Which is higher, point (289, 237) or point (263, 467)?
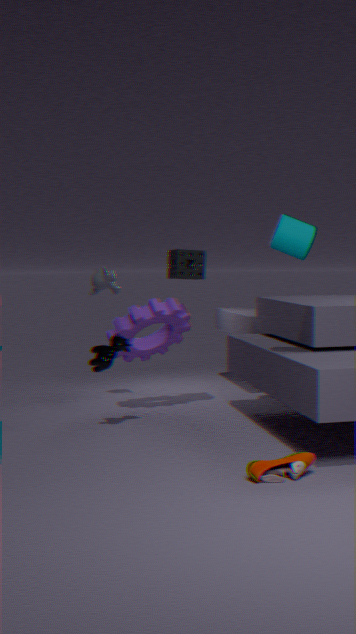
point (289, 237)
